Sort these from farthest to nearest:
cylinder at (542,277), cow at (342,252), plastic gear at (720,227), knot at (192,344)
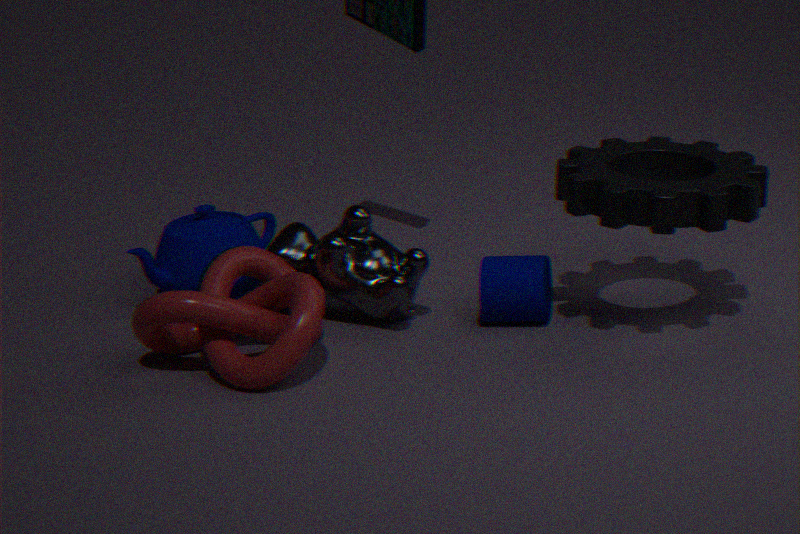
cow at (342,252) < cylinder at (542,277) < knot at (192,344) < plastic gear at (720,227)
